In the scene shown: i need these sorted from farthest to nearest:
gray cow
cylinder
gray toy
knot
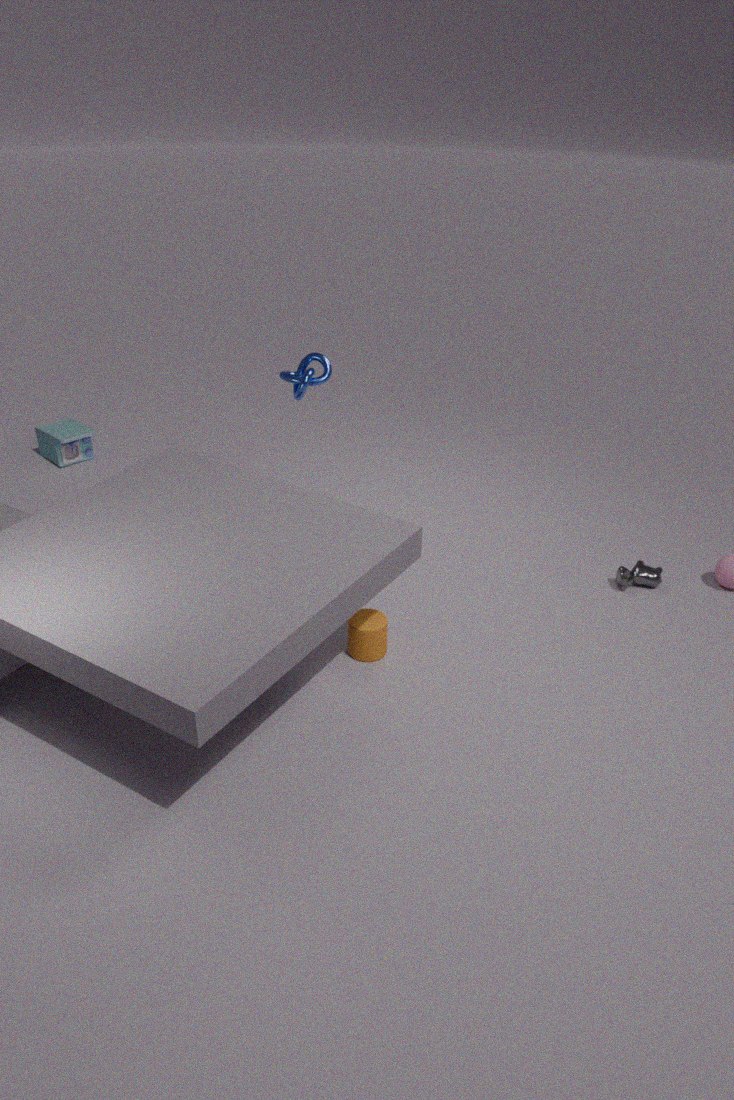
gray toy, gray cow, knot, cylinder
